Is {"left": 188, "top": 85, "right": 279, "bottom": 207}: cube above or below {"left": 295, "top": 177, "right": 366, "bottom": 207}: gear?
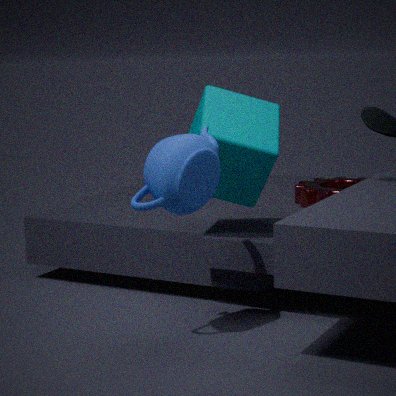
above
